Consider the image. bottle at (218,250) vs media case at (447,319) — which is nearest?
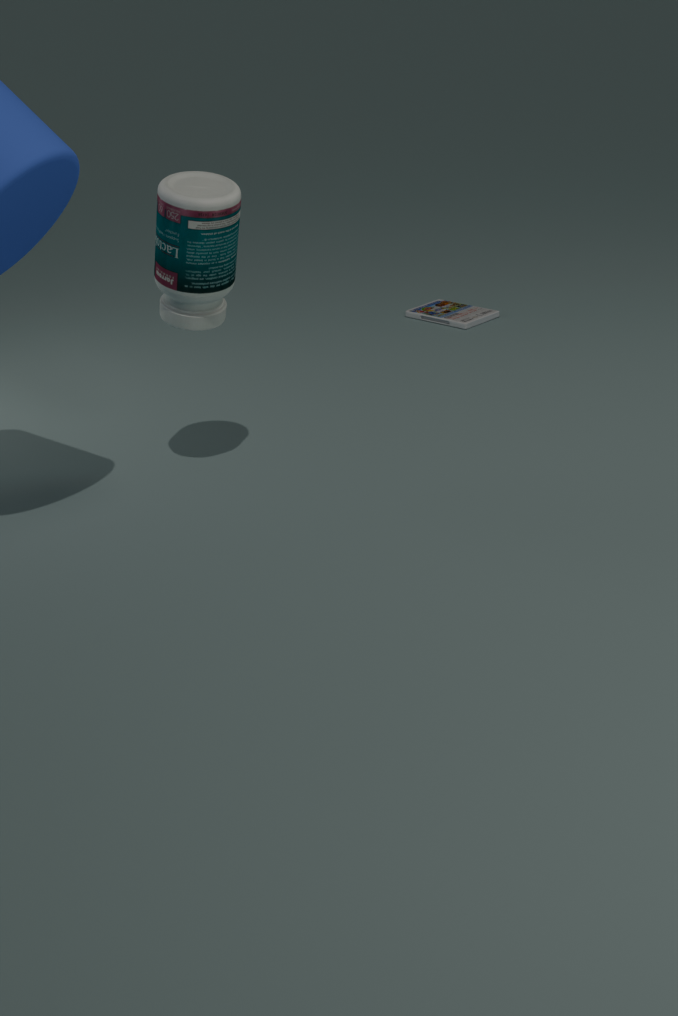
bottle at (218,250)
